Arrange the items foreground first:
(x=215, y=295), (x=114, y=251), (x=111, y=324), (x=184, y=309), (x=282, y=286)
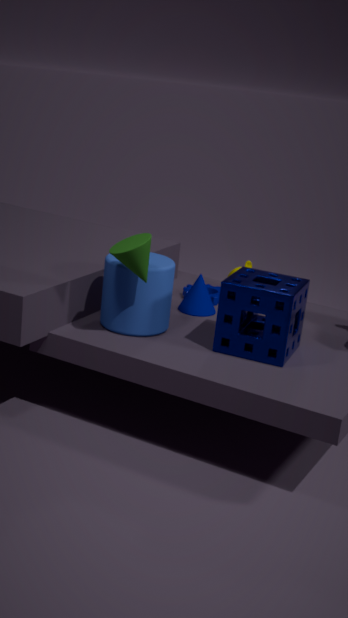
(x=114, y=251)
(x=282, y=286)
(x=111, y=324)
(x=184, y=309)
(x=215, y=295)
